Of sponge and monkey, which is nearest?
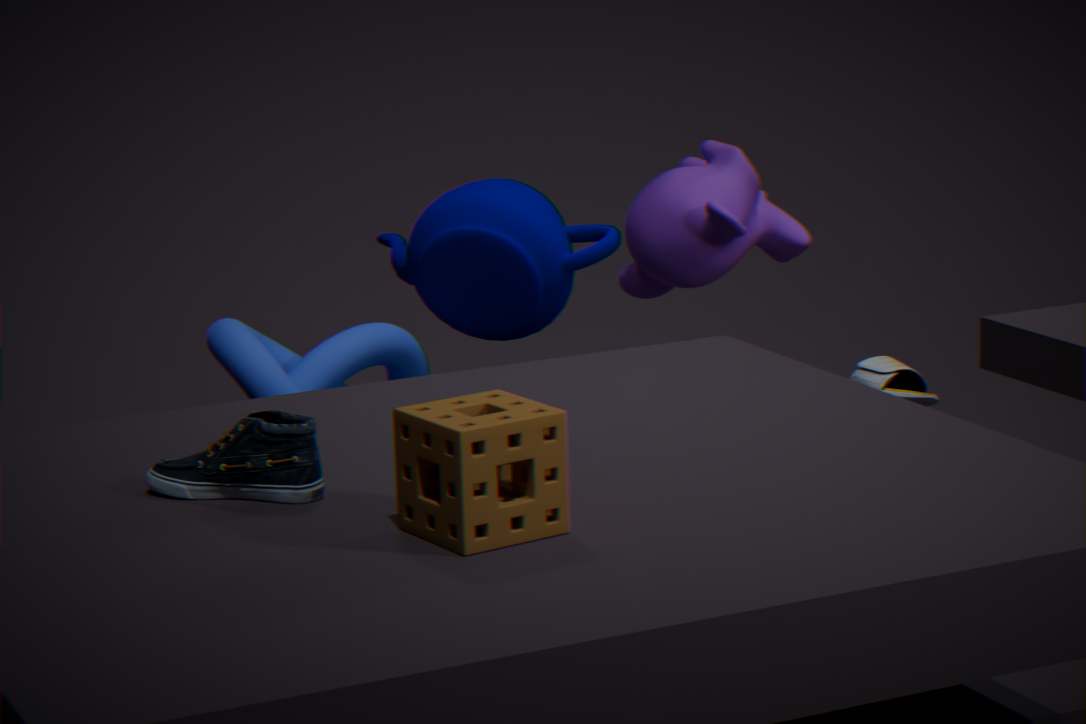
sponge
